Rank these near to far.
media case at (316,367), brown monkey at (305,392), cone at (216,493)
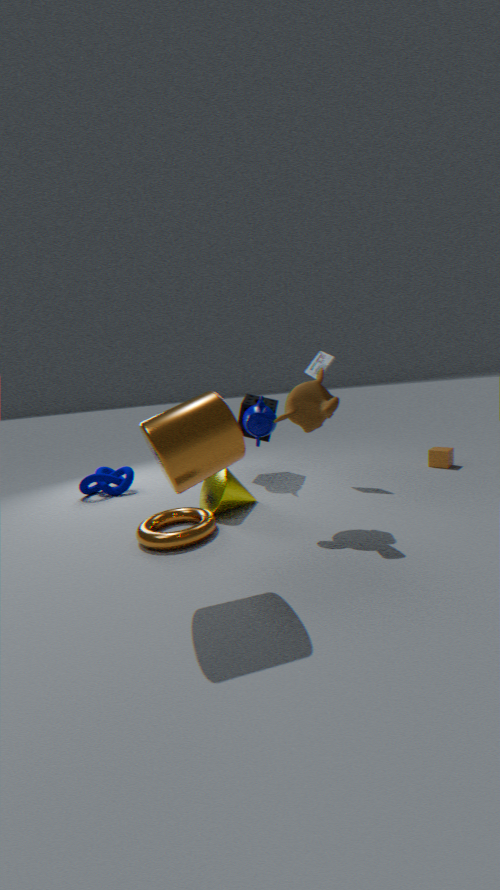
brown monkey at (305,392) < cone at (216,493) < media case at (316,367)
